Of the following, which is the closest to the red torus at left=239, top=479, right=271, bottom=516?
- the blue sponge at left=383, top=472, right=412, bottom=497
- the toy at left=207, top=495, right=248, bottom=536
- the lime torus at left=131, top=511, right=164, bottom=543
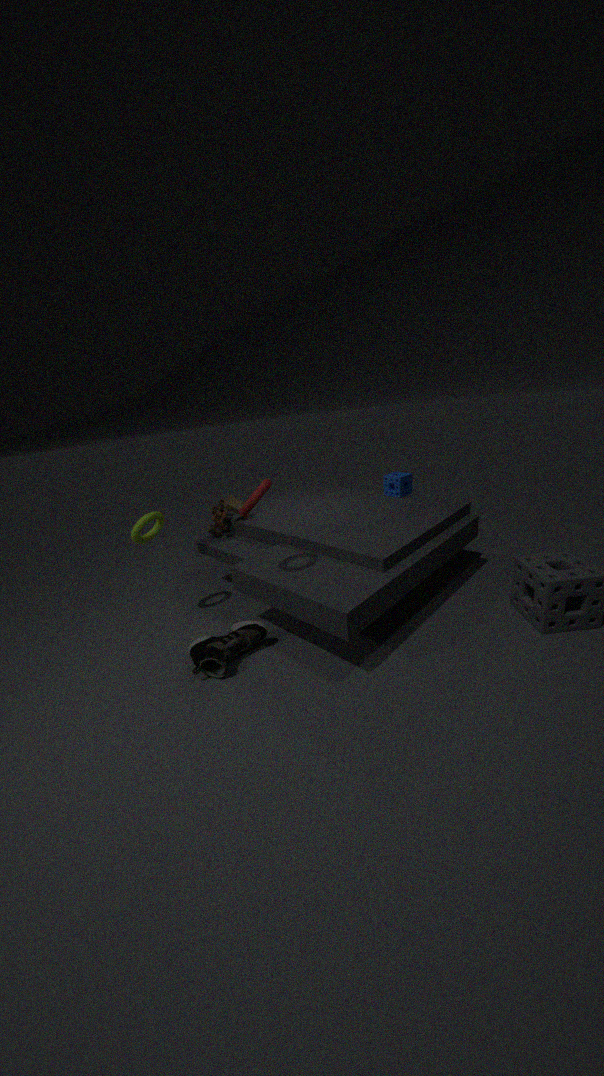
the lime torus at left=131, top=511, right=164, bottom=543
